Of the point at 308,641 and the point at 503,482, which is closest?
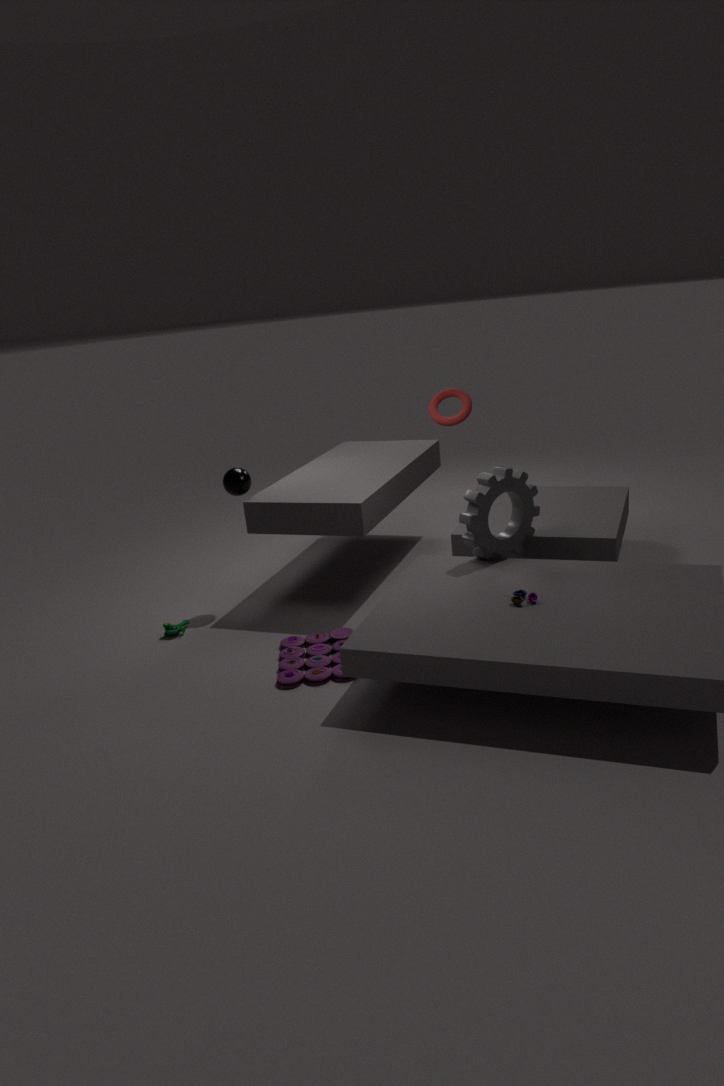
the point at 308,641
